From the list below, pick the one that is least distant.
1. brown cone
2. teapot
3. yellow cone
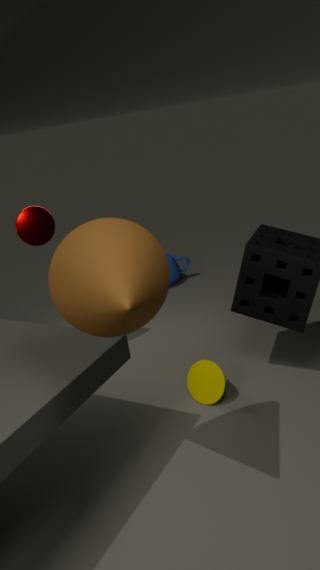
brown cone
